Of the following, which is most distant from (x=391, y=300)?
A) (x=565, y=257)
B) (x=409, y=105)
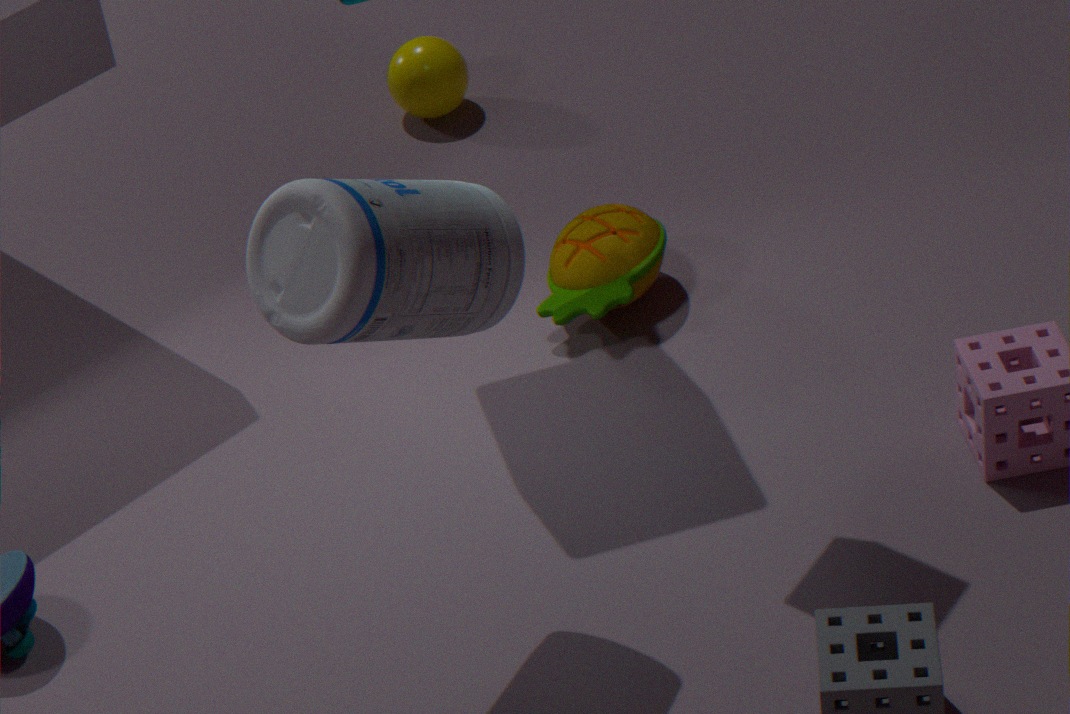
A: (x=409, y=105)
